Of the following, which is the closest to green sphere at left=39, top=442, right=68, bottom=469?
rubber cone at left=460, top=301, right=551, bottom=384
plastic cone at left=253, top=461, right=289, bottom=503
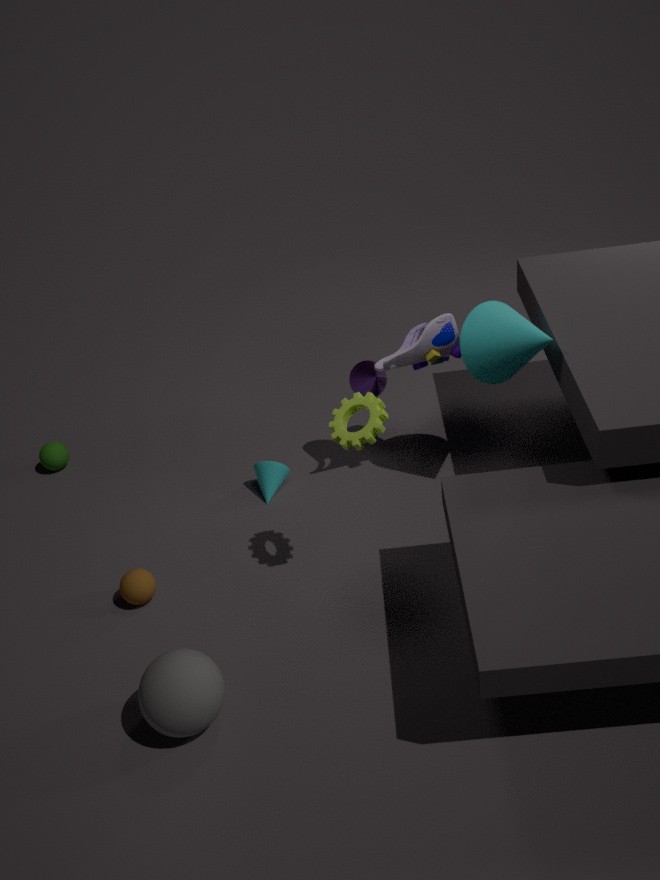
plastic cone at left=253, top=461, right=289, bottom=503
